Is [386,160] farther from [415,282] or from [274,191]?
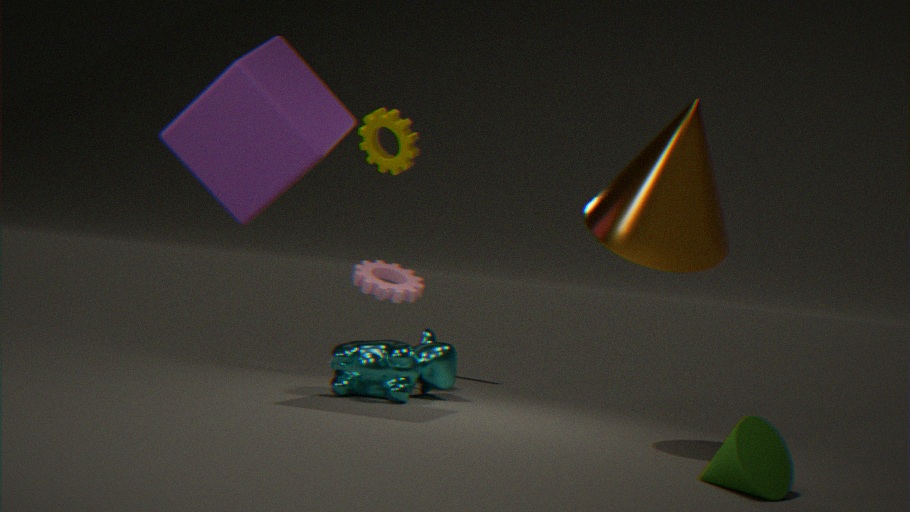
[274,191]
